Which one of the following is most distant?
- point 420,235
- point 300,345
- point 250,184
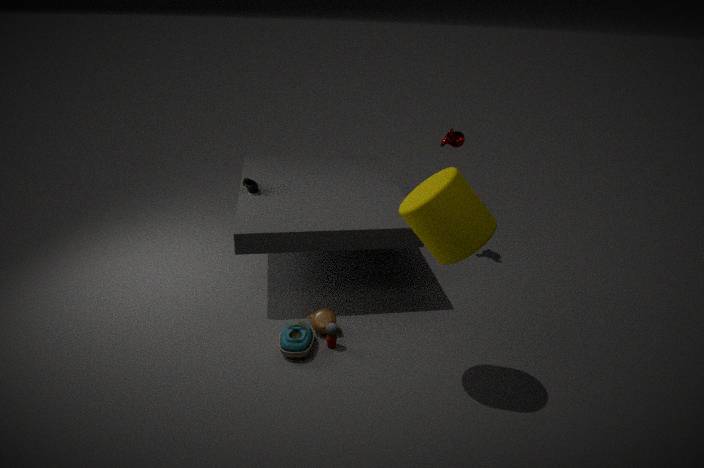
point 250,184
